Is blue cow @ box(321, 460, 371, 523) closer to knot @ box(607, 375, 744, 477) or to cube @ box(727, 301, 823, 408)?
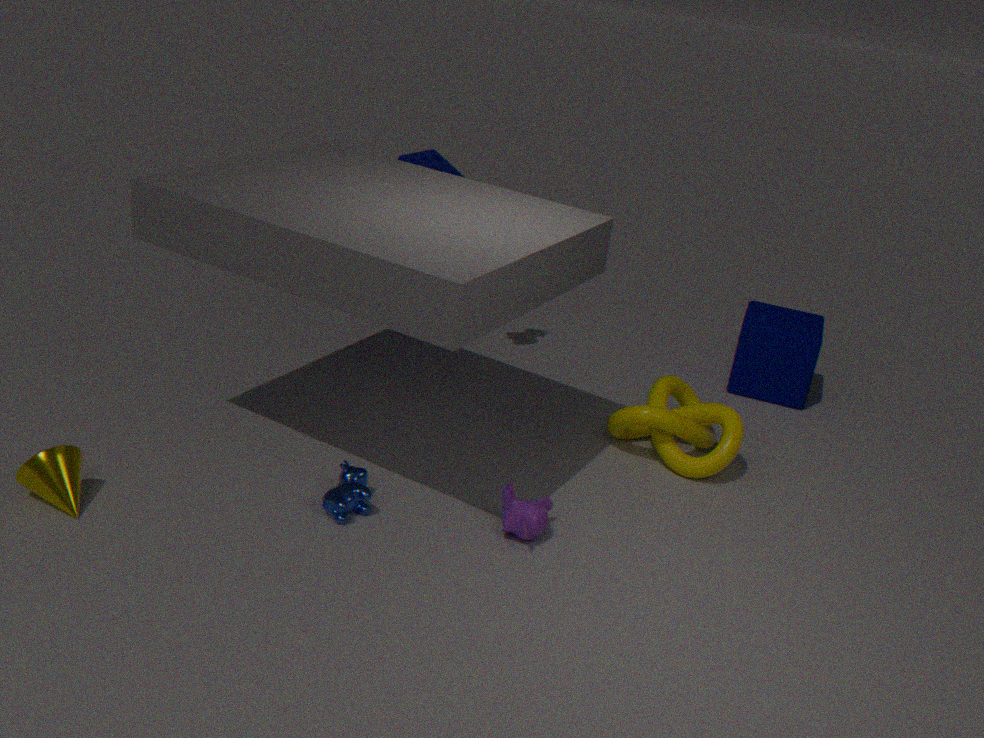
knot @ box(607, 375, 744, 477)
